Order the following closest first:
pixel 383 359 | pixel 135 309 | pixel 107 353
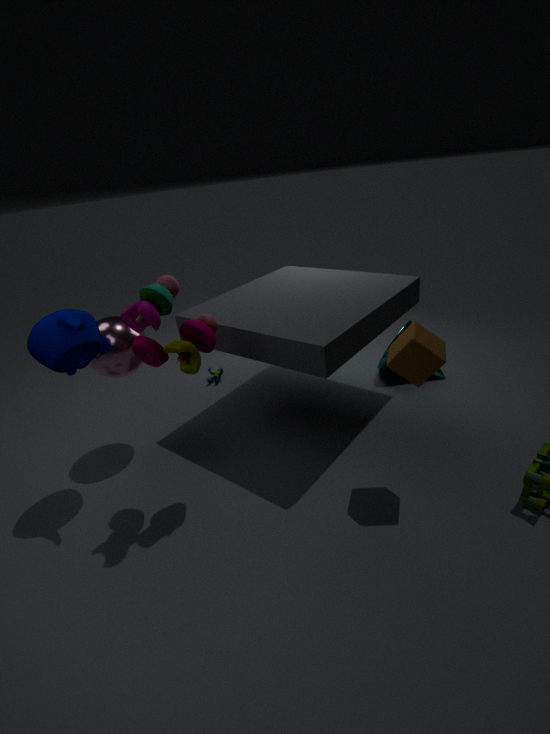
pixel 135 309
pixel 107 353
pixel 383 359
